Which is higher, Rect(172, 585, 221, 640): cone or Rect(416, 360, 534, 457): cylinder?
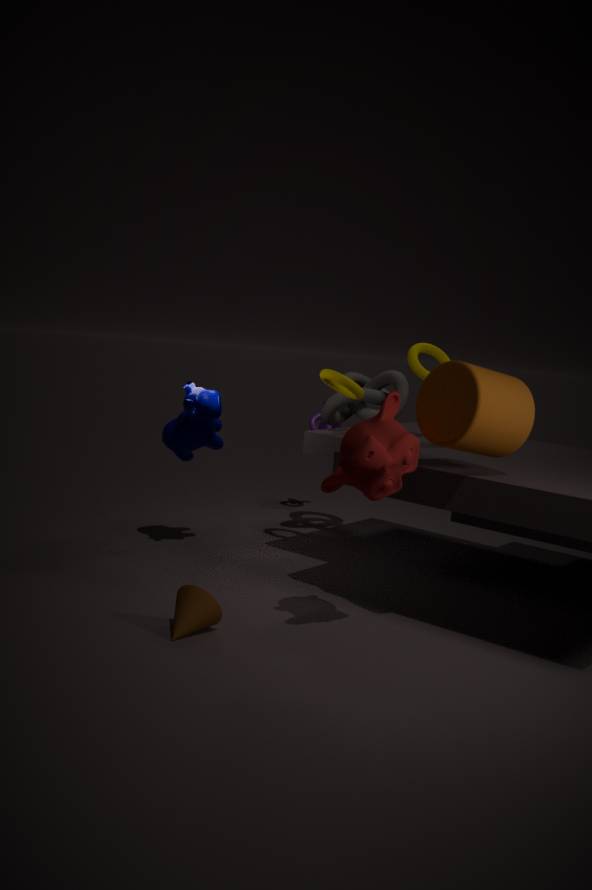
Rect(416, 360, 534, 457): cylinder
